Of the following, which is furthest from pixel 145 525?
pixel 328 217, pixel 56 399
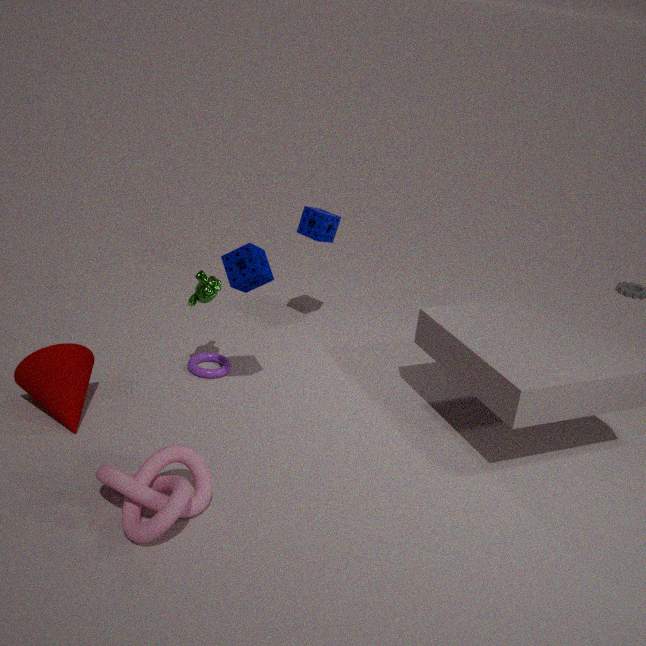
pixel 328 217
